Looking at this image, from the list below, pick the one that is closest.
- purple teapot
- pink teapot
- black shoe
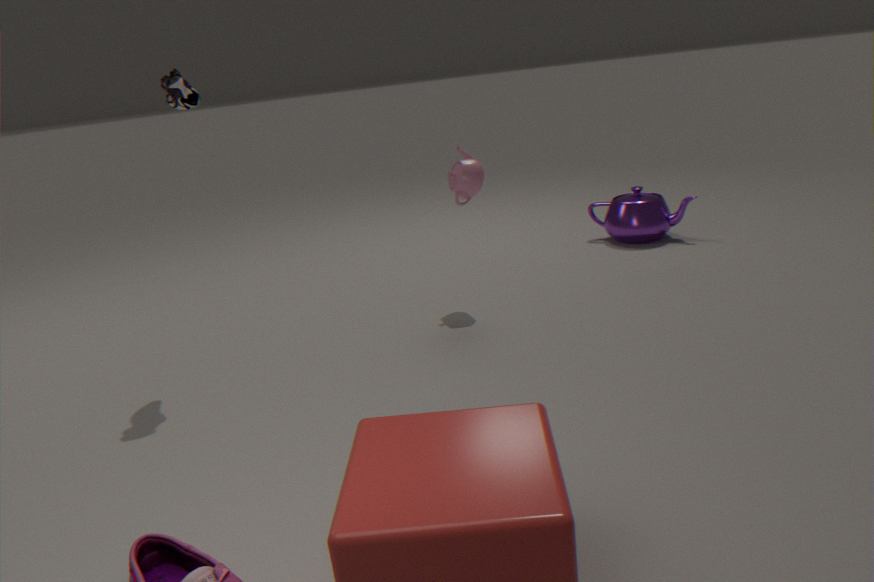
black shoe
